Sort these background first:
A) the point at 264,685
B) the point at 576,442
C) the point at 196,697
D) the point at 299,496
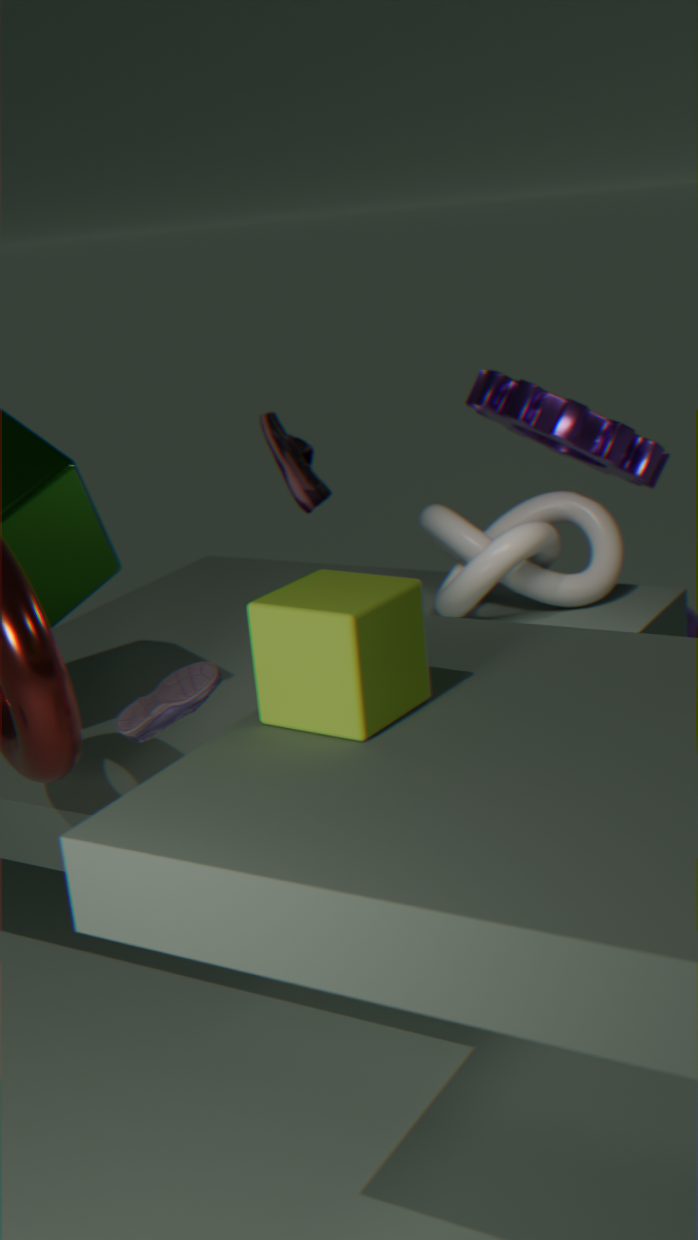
the point at 299,496 → the point at 576,442 → the point at 196,697 → the point at 264,685
